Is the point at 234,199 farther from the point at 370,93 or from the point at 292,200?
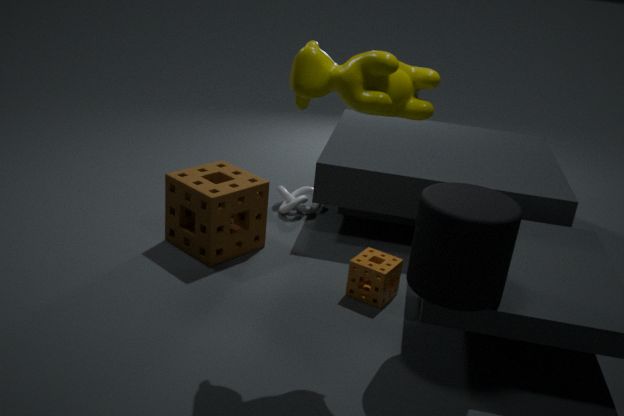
the point at 370,93
